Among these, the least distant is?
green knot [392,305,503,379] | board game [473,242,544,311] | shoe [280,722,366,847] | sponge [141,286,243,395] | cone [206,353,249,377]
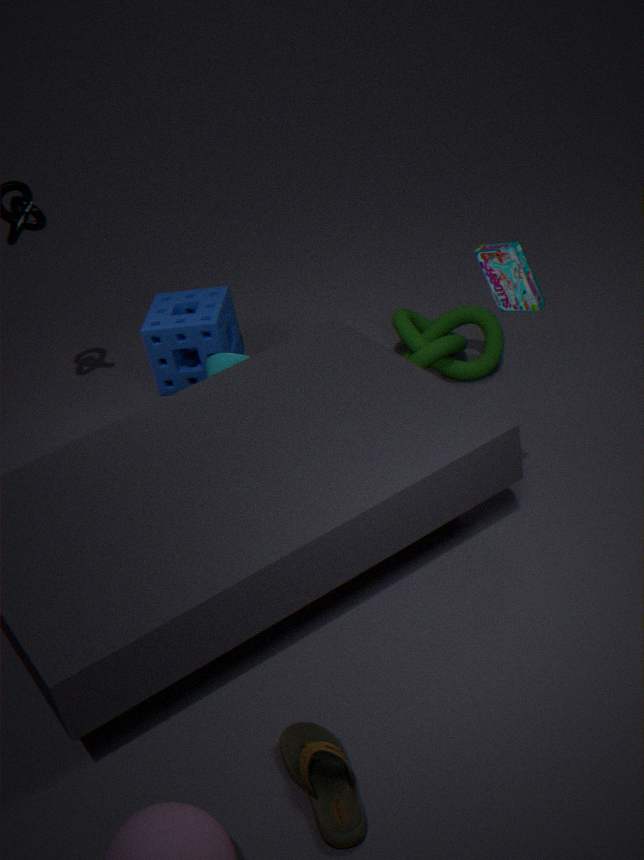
shoe [280,722,366,847]
